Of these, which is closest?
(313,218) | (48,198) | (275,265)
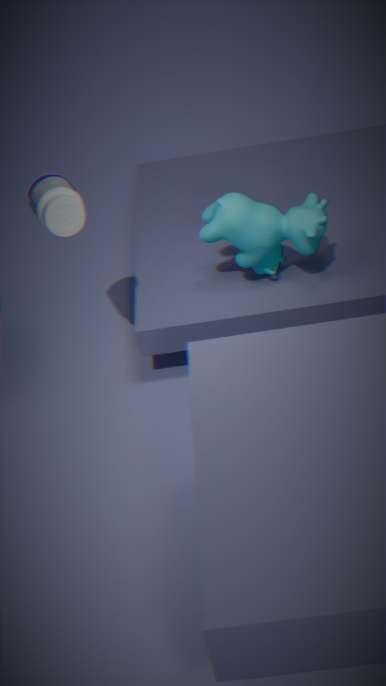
(48,198)
